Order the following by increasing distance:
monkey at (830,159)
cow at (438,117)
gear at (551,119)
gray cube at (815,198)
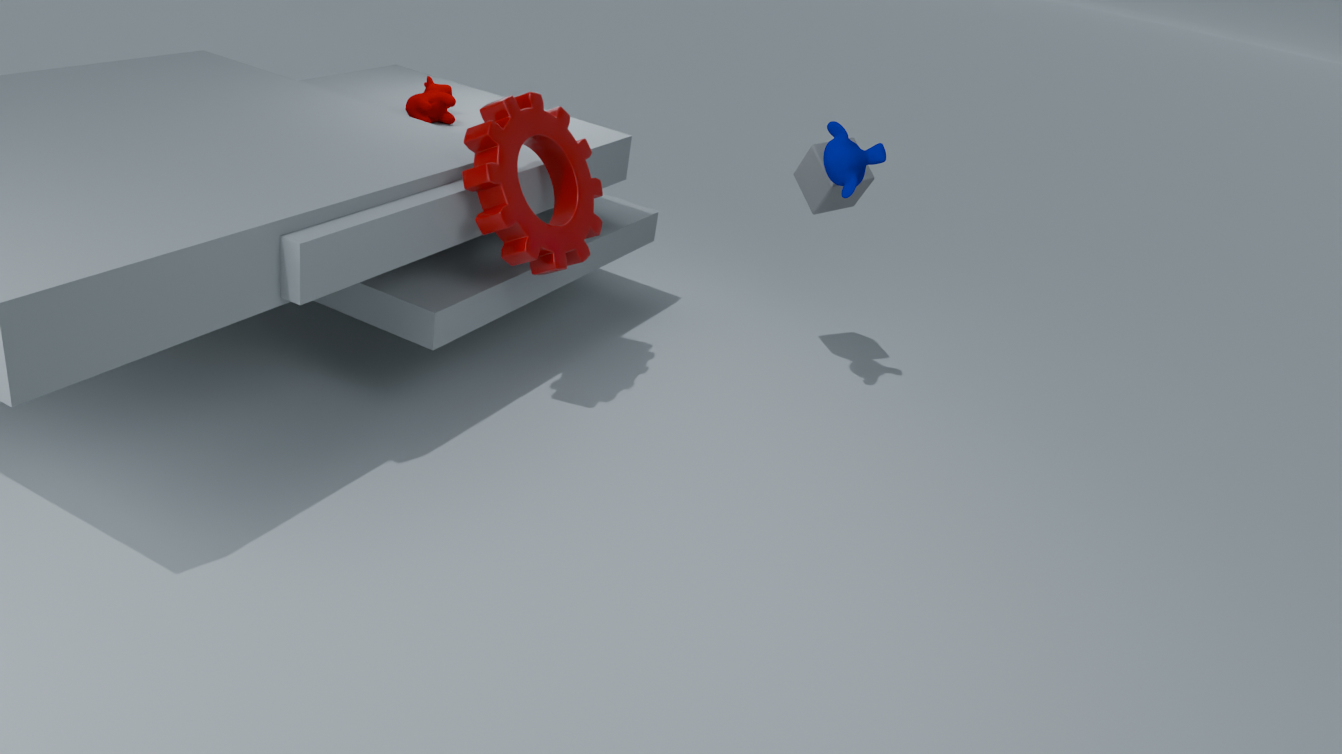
1. gear at (551,119)
2. monkey at (830,159)
3. cow at (438,117)
4. gray cube at (815,198)
